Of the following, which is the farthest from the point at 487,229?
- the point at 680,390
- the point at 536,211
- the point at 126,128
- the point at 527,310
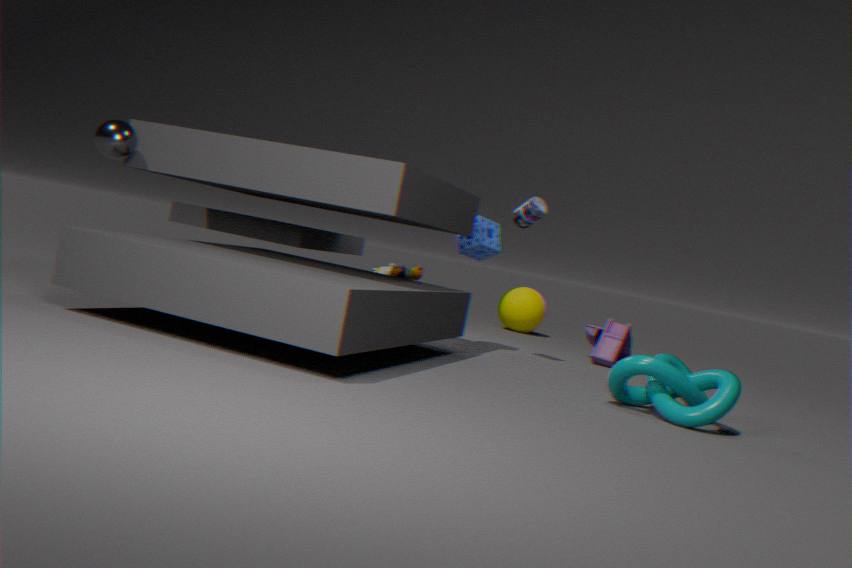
the point at 126,128
